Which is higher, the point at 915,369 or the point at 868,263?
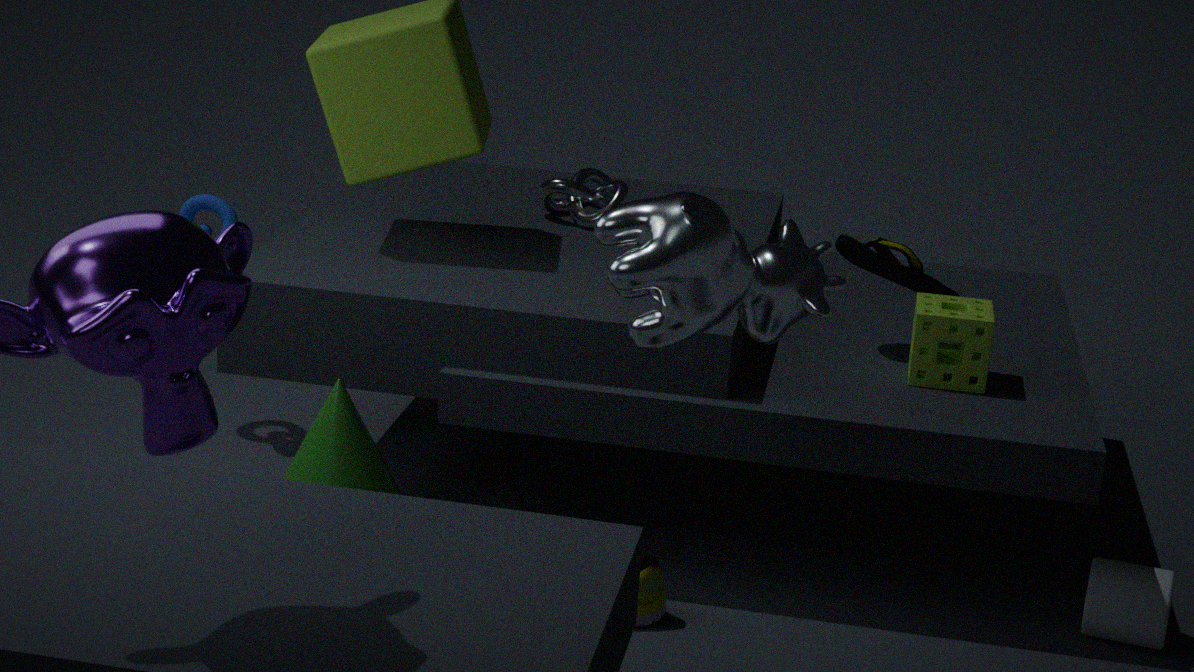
the point at 868,263
